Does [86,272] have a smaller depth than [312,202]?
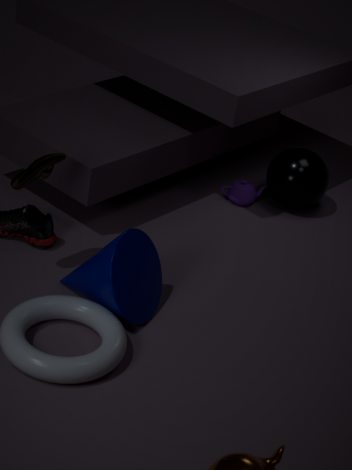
Yes
